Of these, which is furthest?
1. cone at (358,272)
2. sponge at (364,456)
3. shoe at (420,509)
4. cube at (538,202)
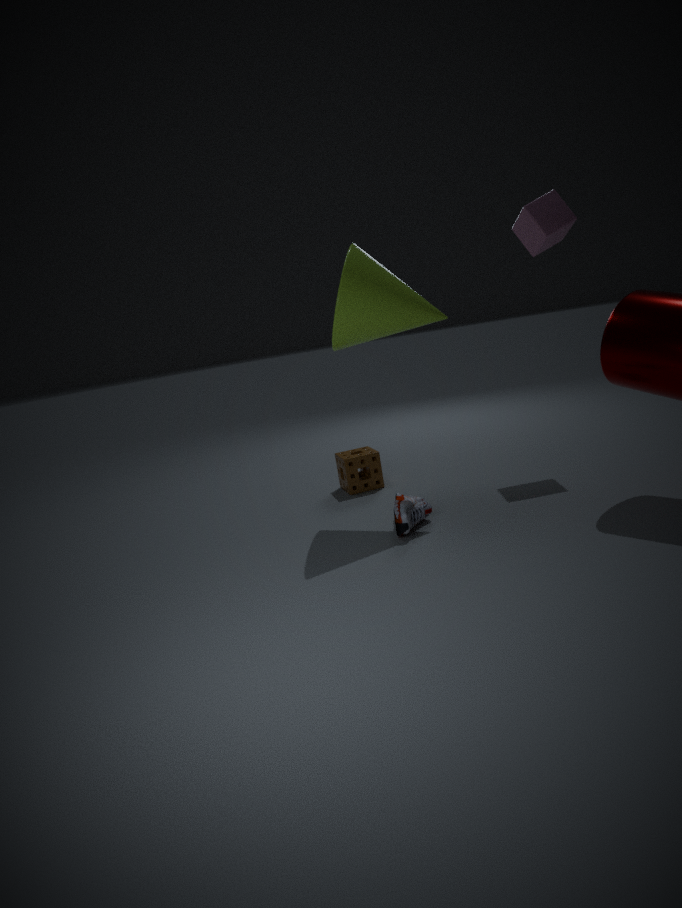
sponge at (364,456)
